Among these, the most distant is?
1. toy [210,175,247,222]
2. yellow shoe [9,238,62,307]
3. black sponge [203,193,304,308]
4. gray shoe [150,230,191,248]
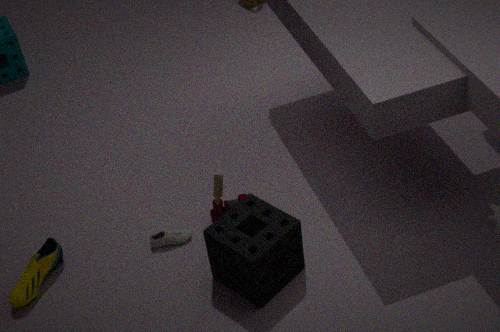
gray shoe [150,230,191,248]
